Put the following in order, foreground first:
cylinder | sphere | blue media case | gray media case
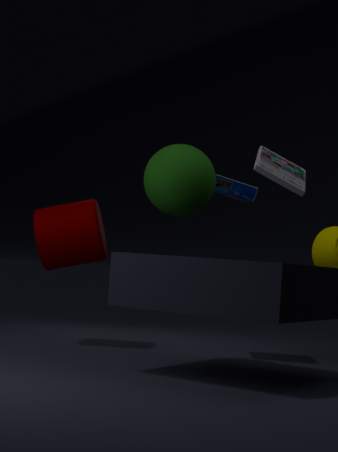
gray media case
sphere
blue media case
cylinder
